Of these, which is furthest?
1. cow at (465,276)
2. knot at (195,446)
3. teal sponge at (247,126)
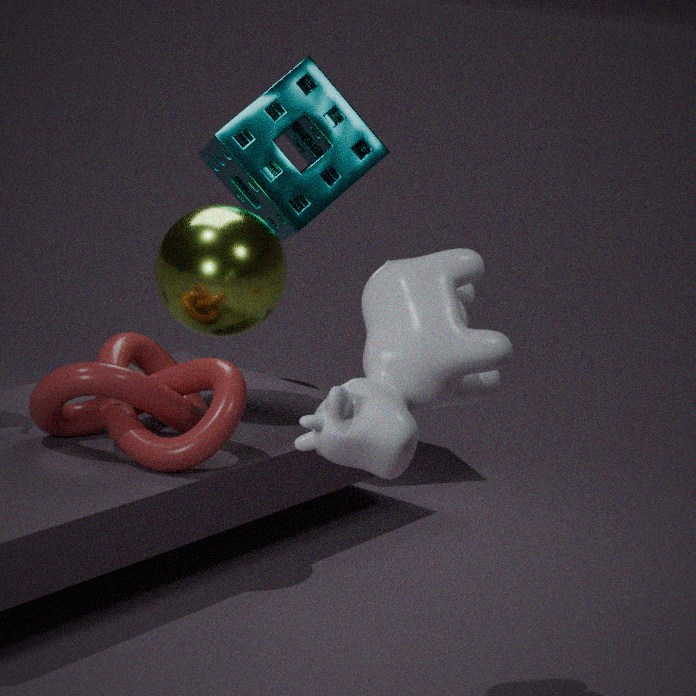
teal sponge at (247,126)
